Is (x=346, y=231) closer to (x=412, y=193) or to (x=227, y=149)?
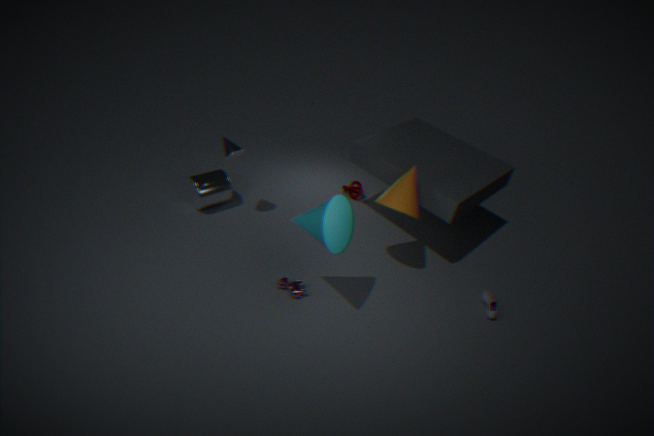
(x=412, y=193)
